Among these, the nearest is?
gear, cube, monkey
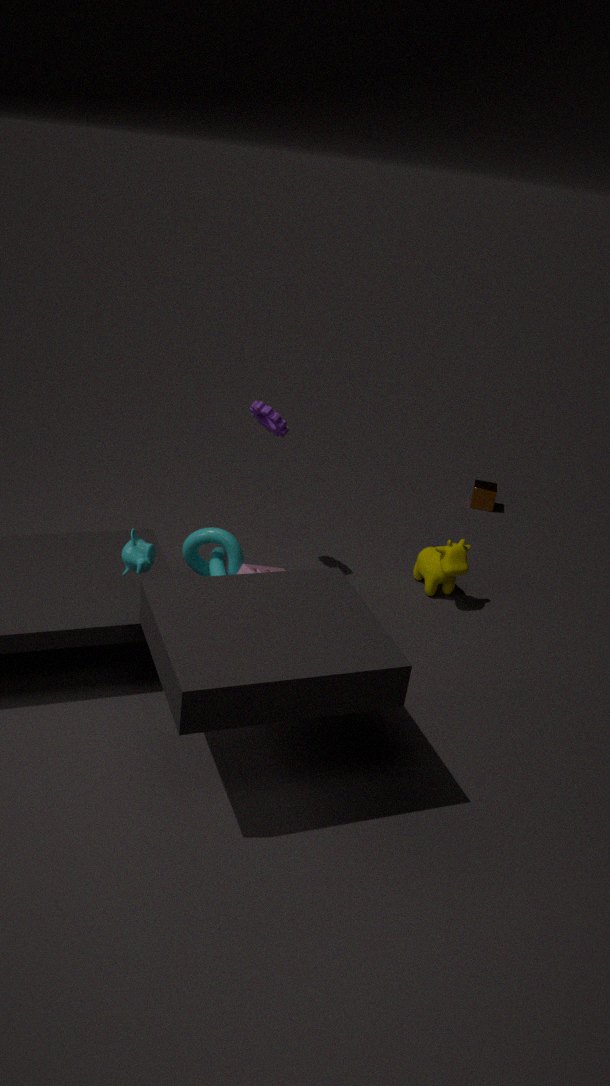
monkey
